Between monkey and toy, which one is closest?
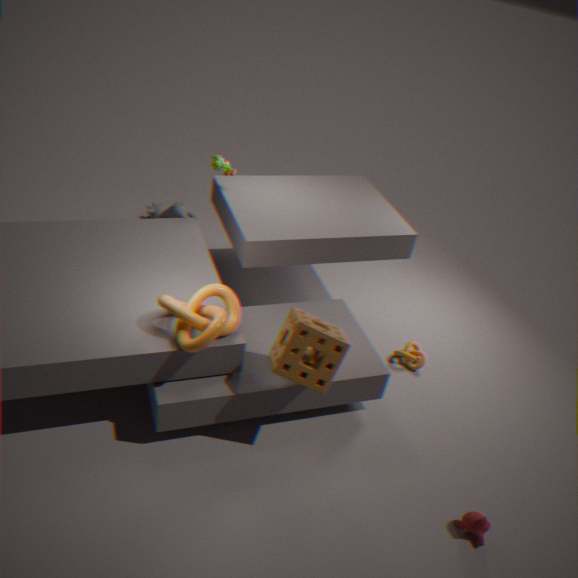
monkey
